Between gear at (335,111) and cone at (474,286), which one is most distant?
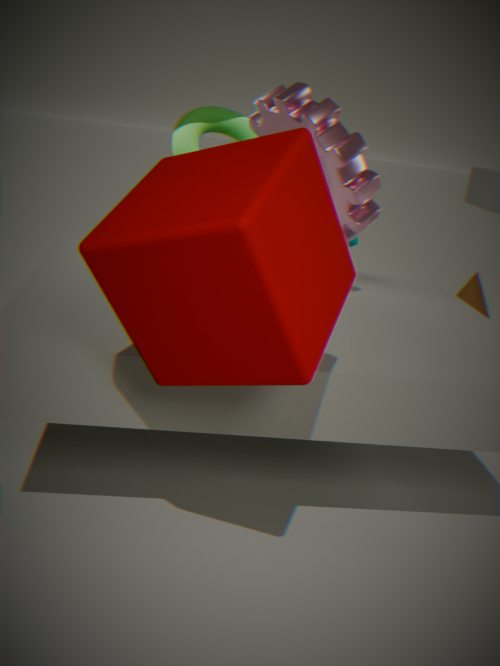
cone at (474,286)
